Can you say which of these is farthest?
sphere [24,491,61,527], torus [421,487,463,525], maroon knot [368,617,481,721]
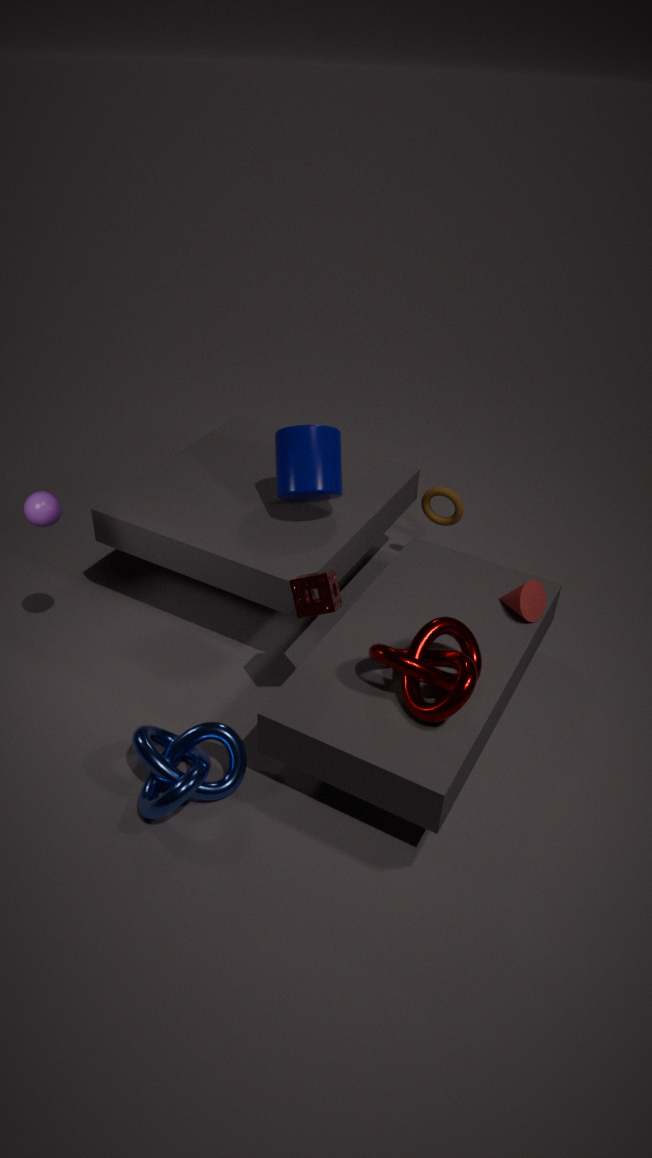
torus [421,487,463,525]
